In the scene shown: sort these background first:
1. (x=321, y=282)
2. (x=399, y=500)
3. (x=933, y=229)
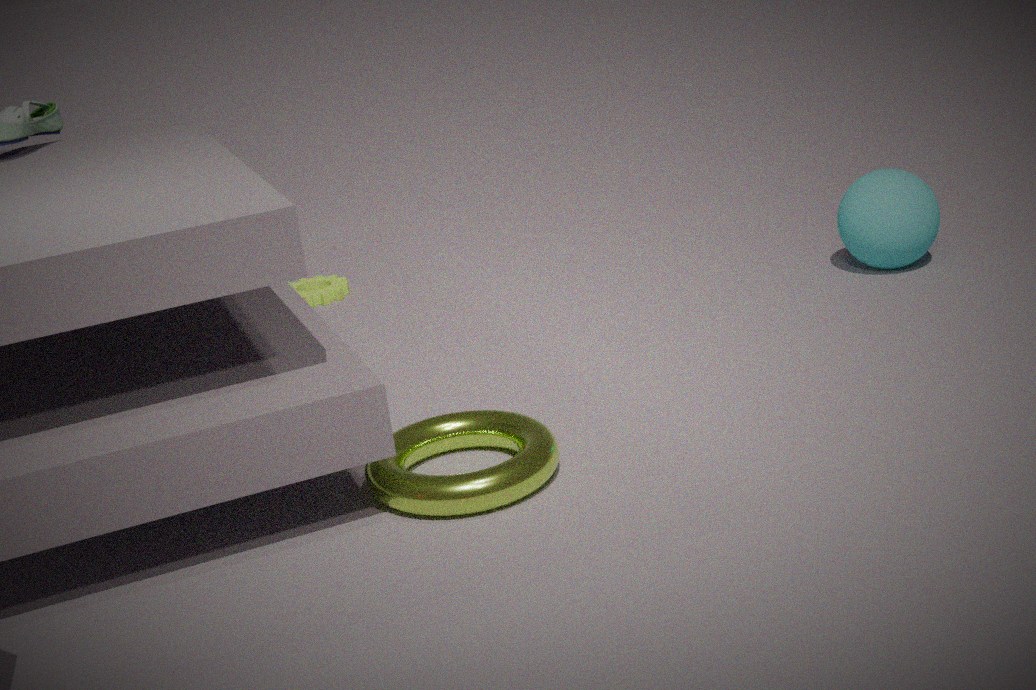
(x=321, y=282), (x=933, y=229), (x=399, y=500)
